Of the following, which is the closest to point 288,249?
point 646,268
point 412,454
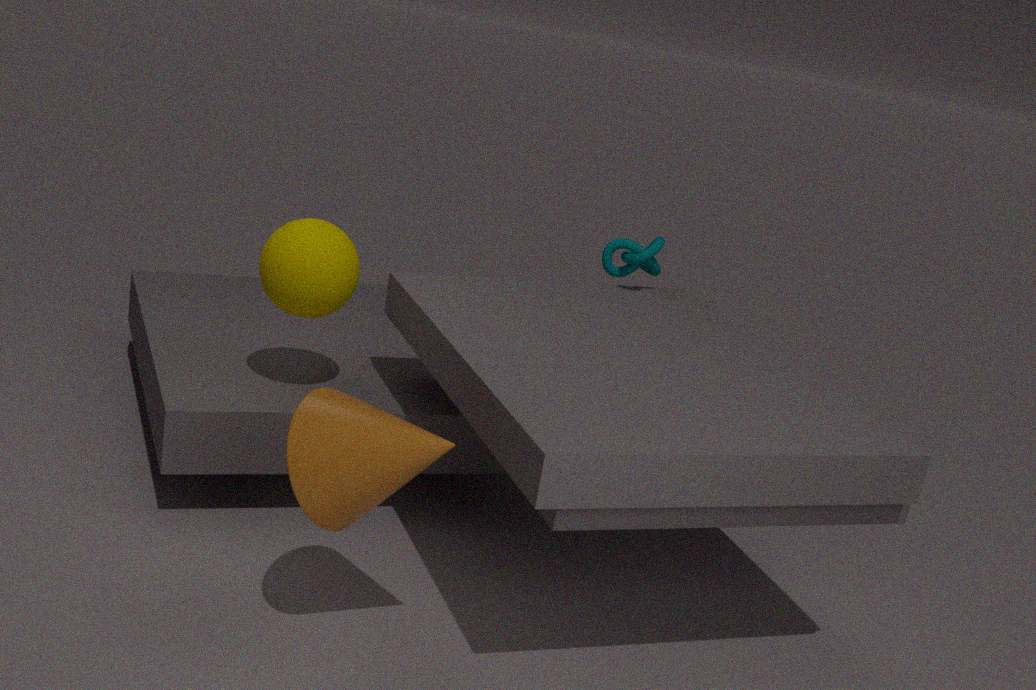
point 412,454
